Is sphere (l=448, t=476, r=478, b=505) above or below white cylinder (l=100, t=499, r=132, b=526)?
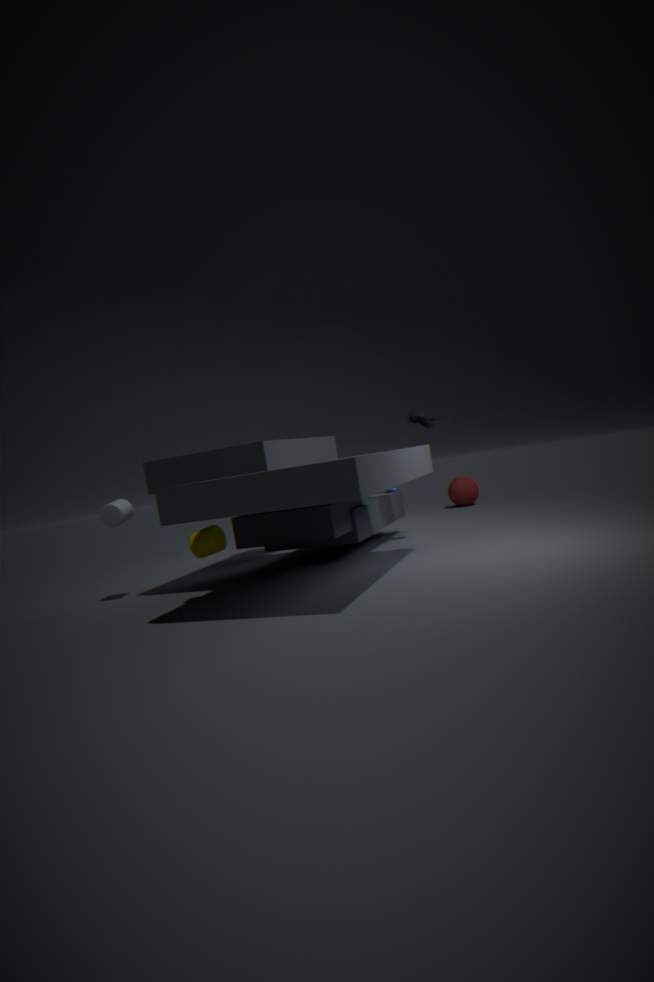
below
